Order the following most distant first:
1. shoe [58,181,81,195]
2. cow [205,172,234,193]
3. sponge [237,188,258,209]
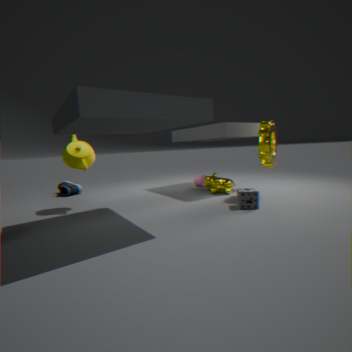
shoe [58,181,81,195] < cow [205,172,234,193] < sponge [237,188,258,209]
